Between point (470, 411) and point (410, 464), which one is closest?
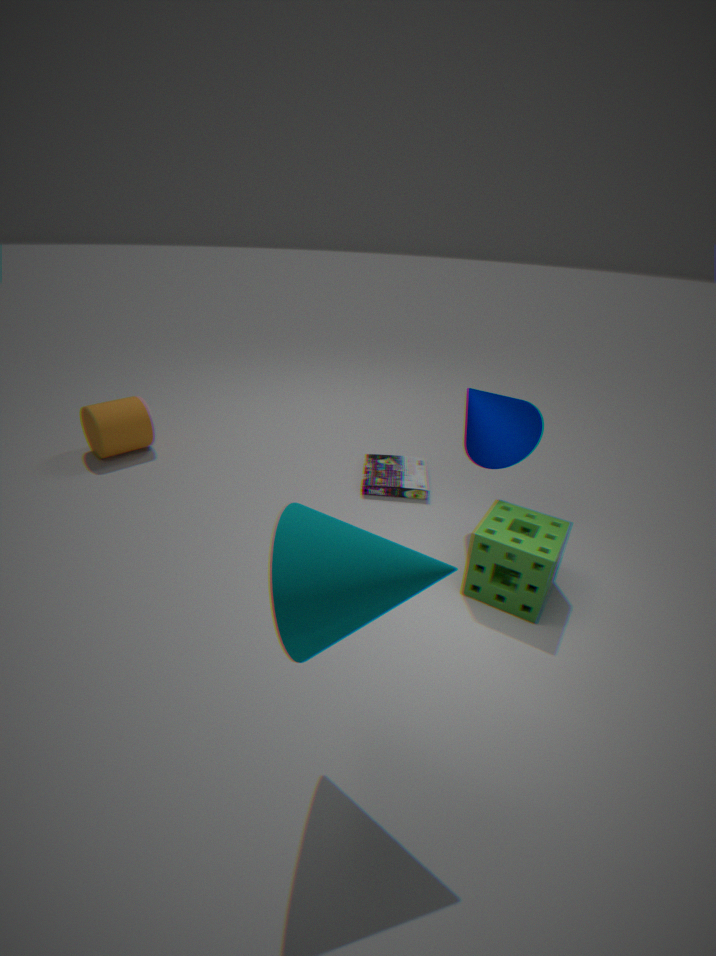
point (470, 411)
